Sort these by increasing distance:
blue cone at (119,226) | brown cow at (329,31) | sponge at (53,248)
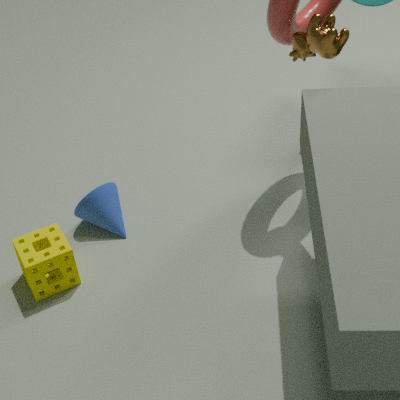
brown cow at (329,31) < sponge at (53,248) < blue cone at (119,226)
